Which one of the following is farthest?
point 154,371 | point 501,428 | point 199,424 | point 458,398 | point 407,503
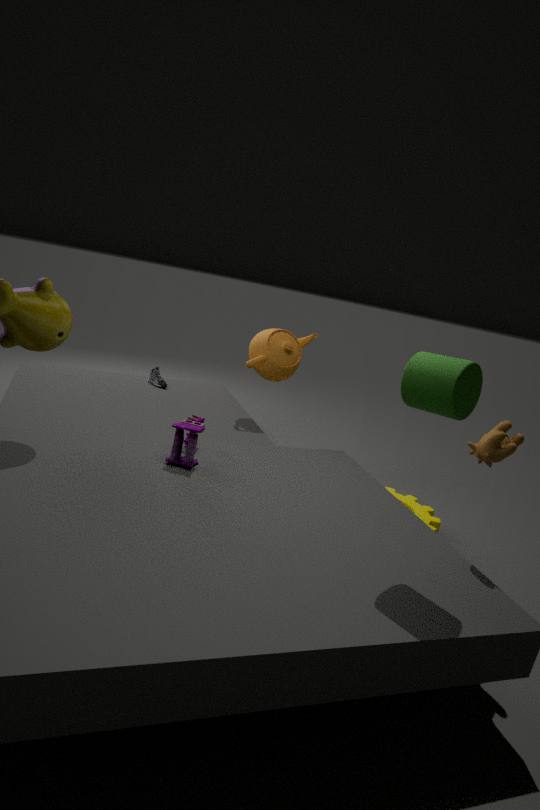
point 154,371
